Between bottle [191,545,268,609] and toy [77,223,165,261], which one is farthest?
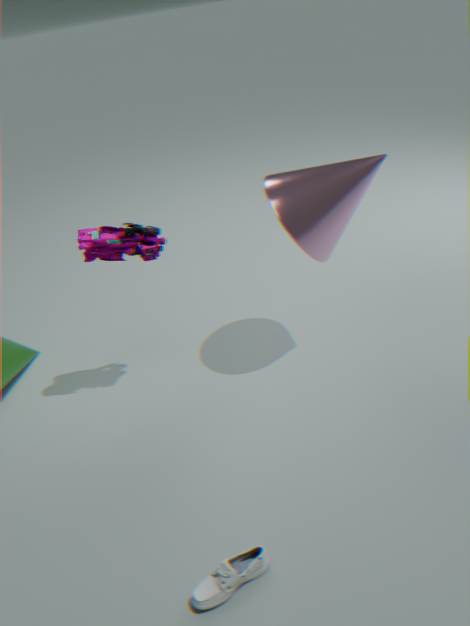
toy [77,223,165,261]
